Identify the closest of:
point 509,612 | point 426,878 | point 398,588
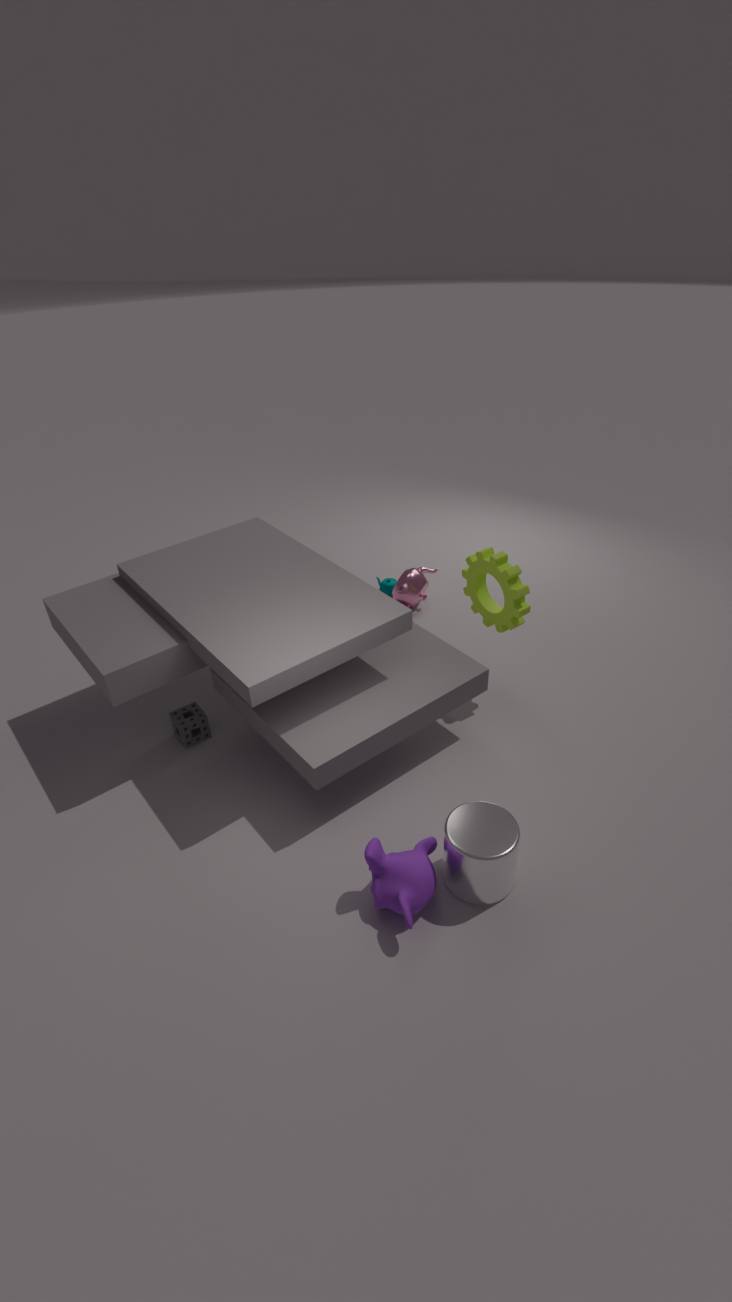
point 426,878
